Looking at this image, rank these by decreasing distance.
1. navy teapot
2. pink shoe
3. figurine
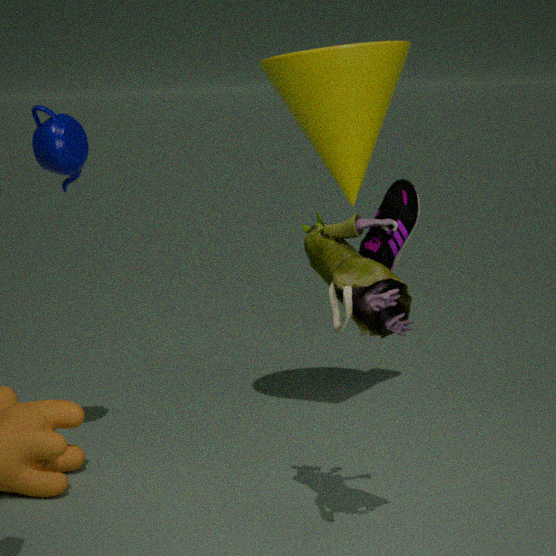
pink shoe, navy teapot, figurine
